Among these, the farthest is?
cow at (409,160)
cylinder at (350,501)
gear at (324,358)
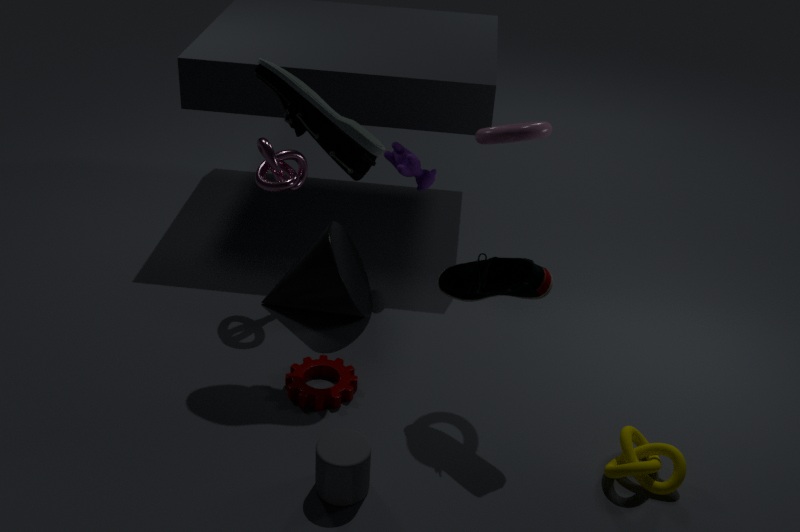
cow at (409,160)
